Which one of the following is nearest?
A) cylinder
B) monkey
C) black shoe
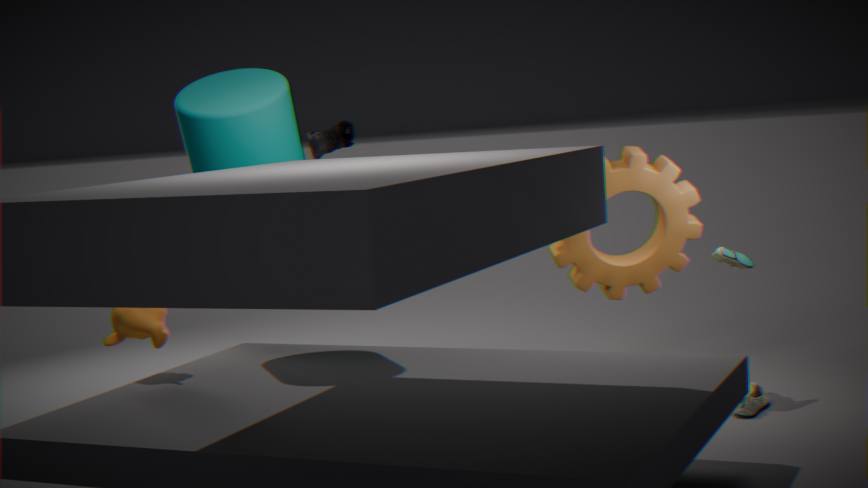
cylinder
